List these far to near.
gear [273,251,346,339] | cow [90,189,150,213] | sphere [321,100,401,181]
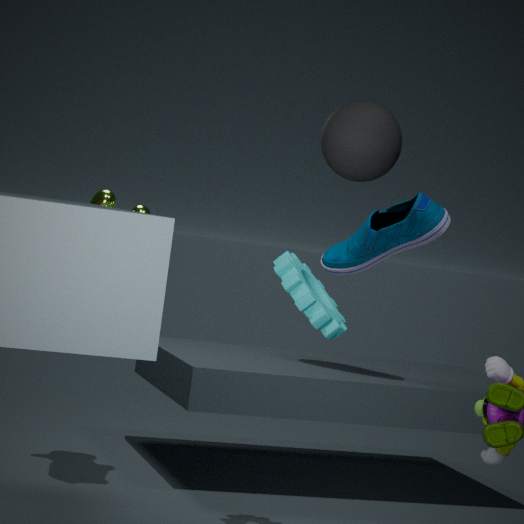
cow [90,189,150,213] < gear [273,251,346,339] < sphere [321,100,401,181]
